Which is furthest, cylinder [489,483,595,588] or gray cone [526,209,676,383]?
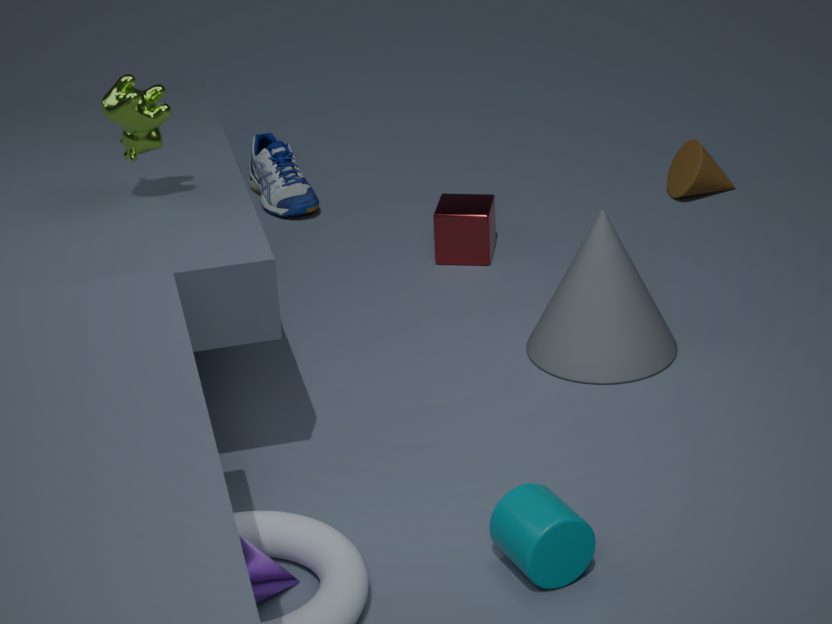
gray cone [526,209,676,383]
